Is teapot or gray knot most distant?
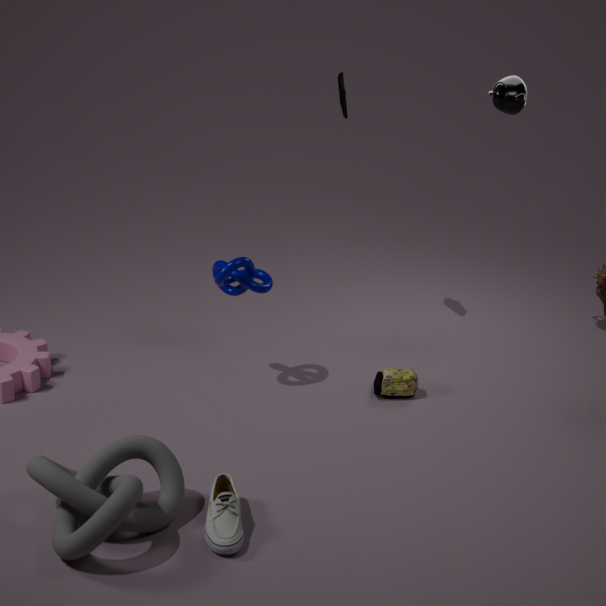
teapot
